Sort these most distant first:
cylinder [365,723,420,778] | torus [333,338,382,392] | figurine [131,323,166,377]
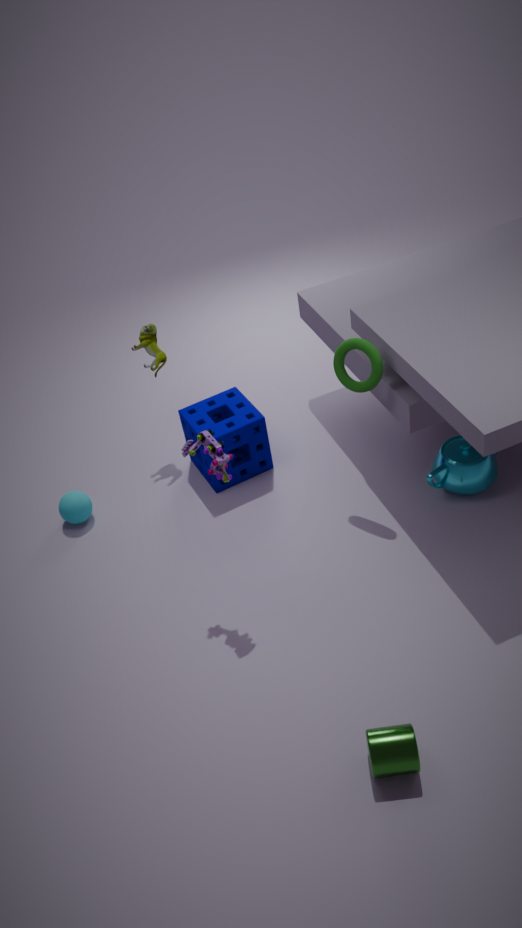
figurine [131,323,166,377] < torus [333,338,382,392] < cylinder [365,723,420,778]
